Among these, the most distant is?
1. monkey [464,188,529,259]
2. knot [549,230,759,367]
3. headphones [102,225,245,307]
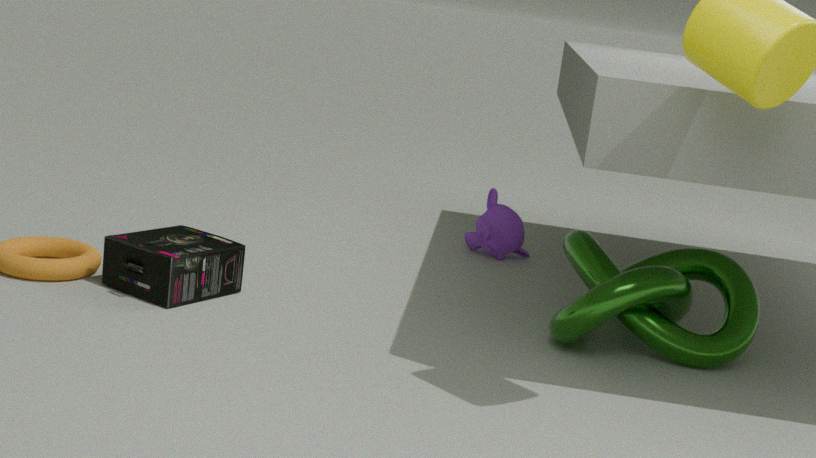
monkey [464,188,529,259]
